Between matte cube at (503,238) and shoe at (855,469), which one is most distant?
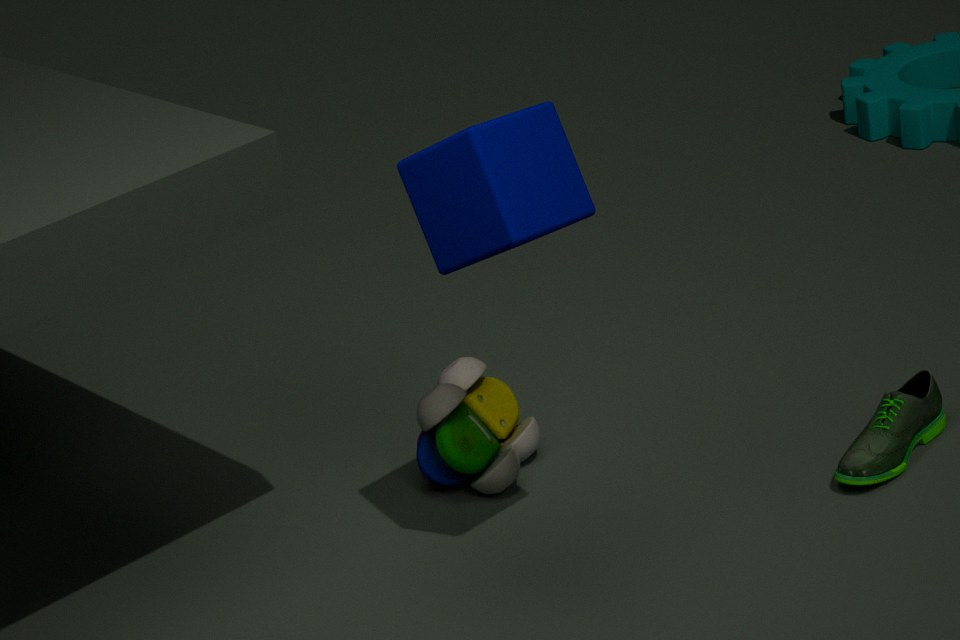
shoe at (855,469)
